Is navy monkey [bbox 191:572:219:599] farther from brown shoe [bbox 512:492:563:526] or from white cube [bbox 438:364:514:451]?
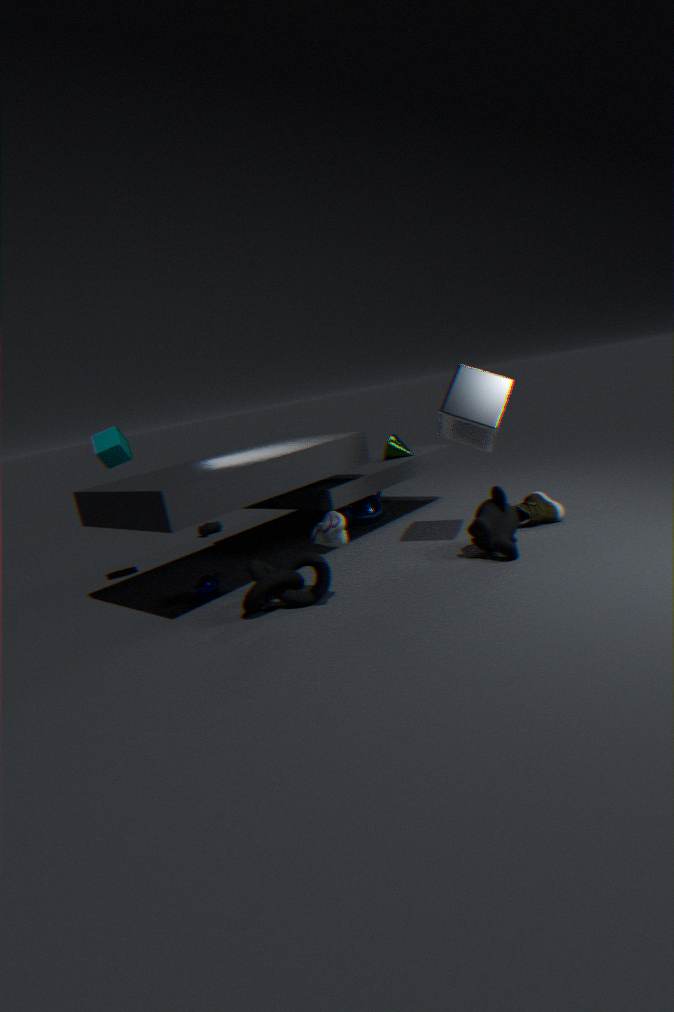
brown shoe [bbox 512:492:563:526]
